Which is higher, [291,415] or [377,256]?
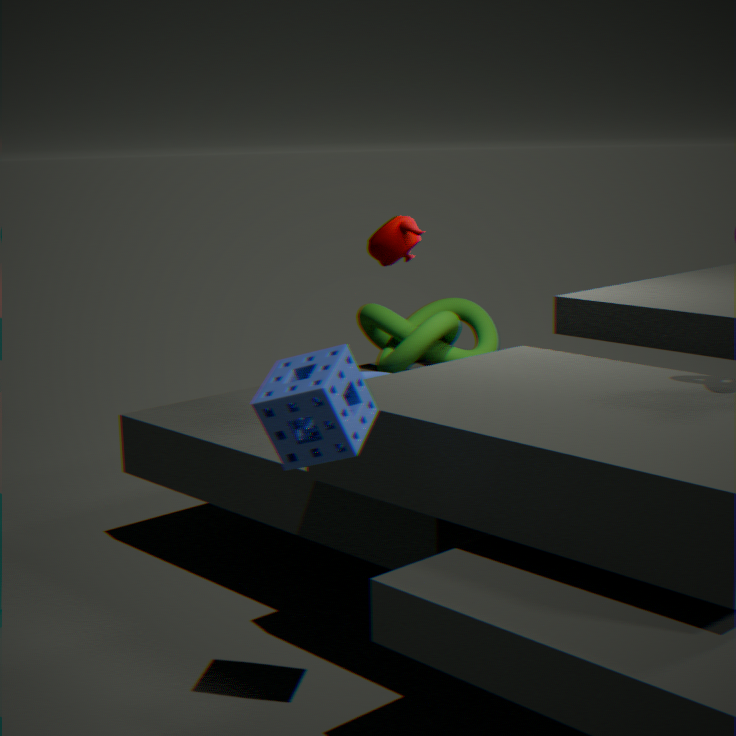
[377,256]
